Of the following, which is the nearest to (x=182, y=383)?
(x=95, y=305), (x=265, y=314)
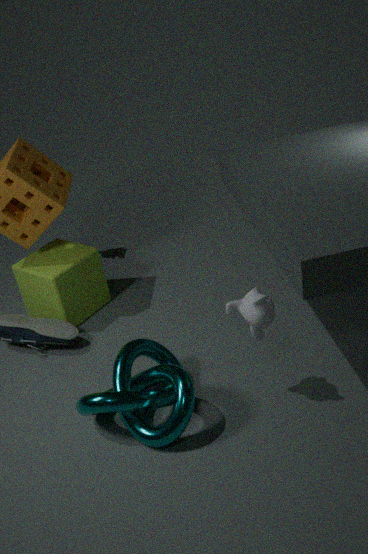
(x=265, y=314)
